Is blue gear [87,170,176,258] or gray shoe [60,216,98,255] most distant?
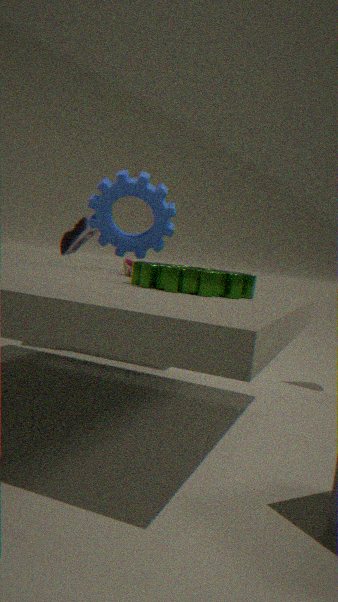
gray shoe [60,216,98,255]
